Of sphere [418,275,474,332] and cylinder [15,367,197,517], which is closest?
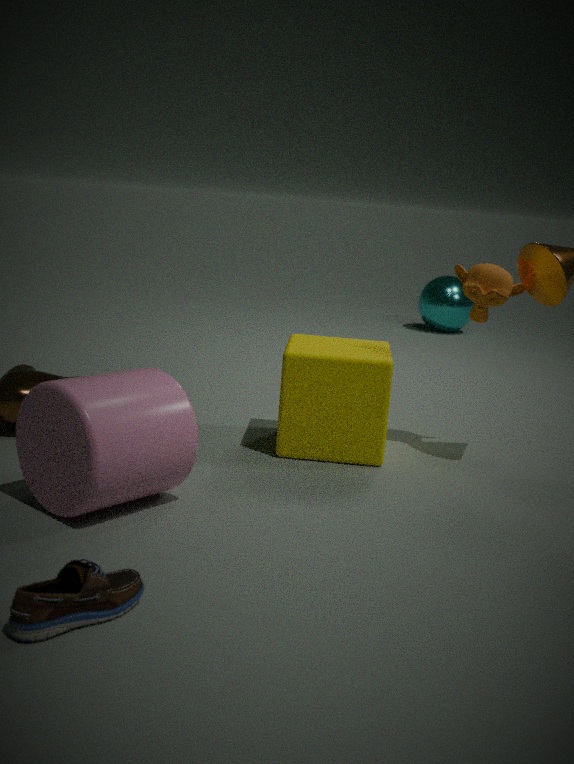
cylinder [15,367,197,517]
